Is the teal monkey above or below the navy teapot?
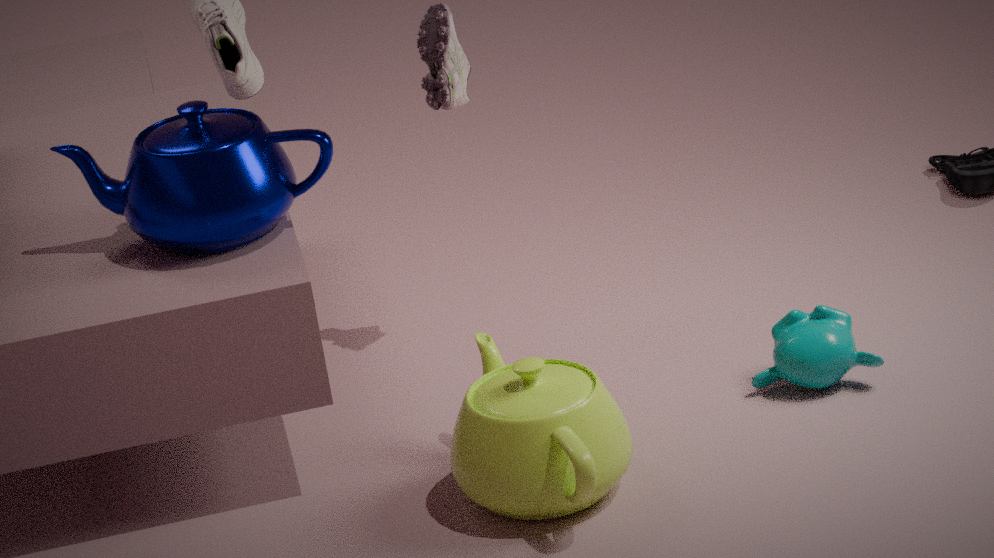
below
